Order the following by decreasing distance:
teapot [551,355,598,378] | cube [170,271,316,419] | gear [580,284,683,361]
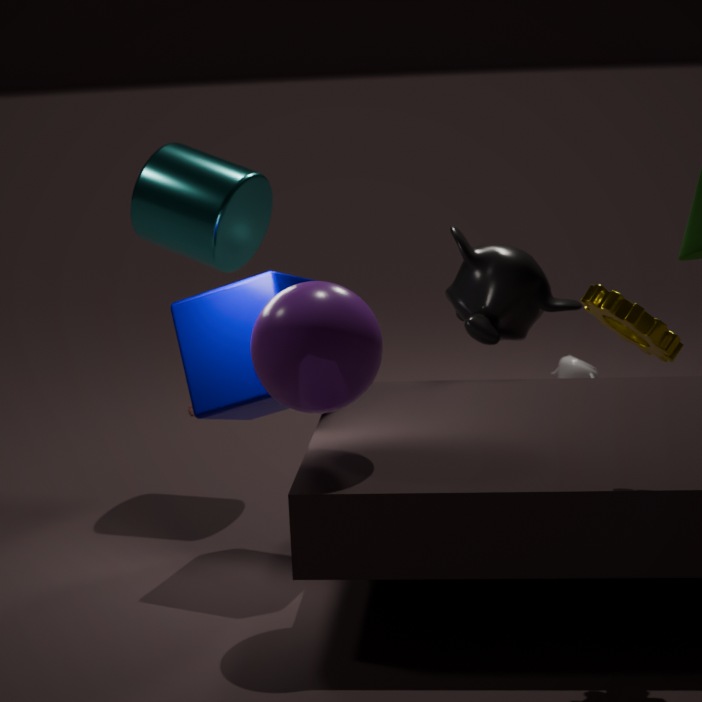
teapot [551,355,598,378] < cube [170,271,316,419] < gear [580,284,683,361]
